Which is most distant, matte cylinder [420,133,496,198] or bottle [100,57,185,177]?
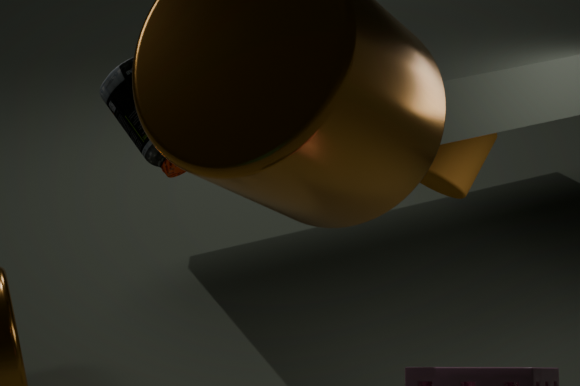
matte cylinder [420,133,496,198]
